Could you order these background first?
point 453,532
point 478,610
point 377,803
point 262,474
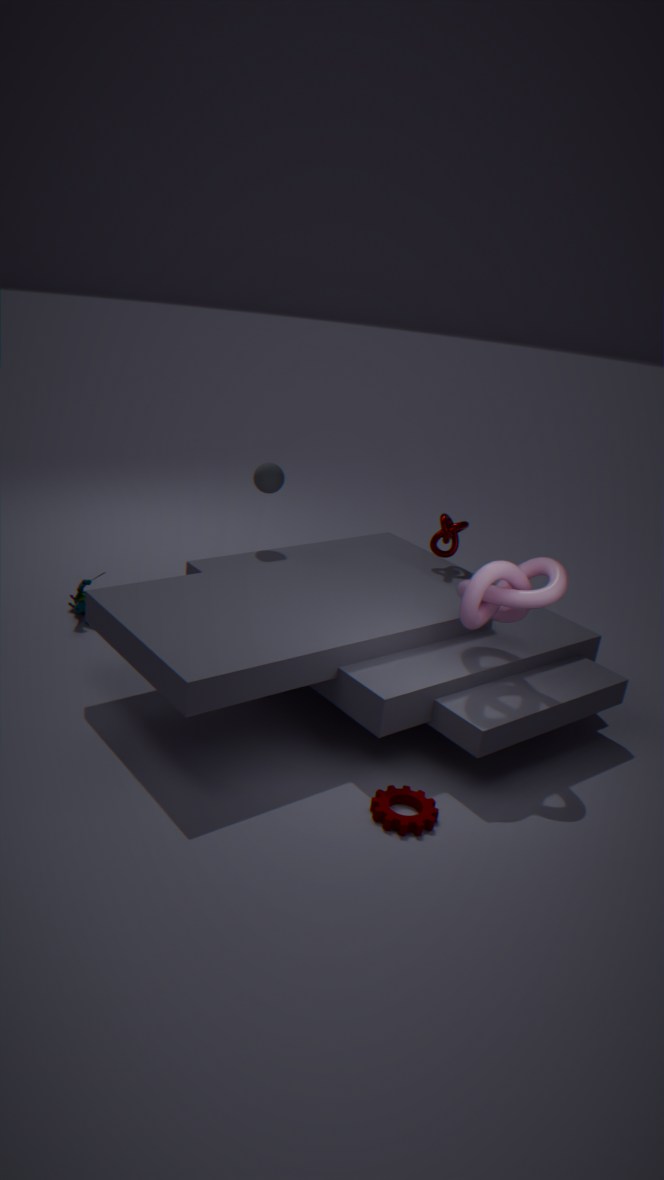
point 453,532 → point 262,474 → point 478,610 → point 377,803
